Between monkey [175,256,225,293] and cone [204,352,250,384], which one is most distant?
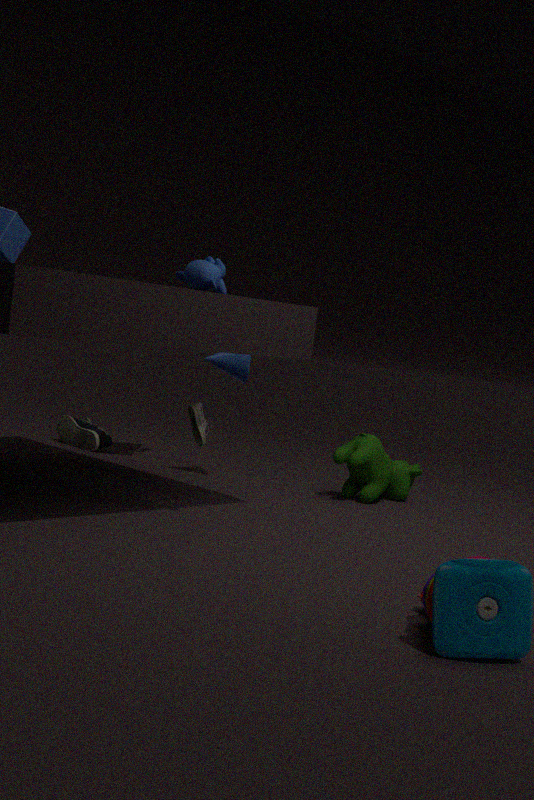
cone [204,352,250,384]
